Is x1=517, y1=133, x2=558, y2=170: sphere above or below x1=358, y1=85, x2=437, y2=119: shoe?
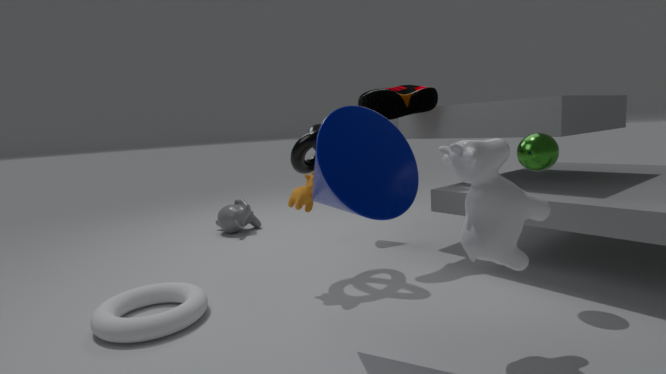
below
